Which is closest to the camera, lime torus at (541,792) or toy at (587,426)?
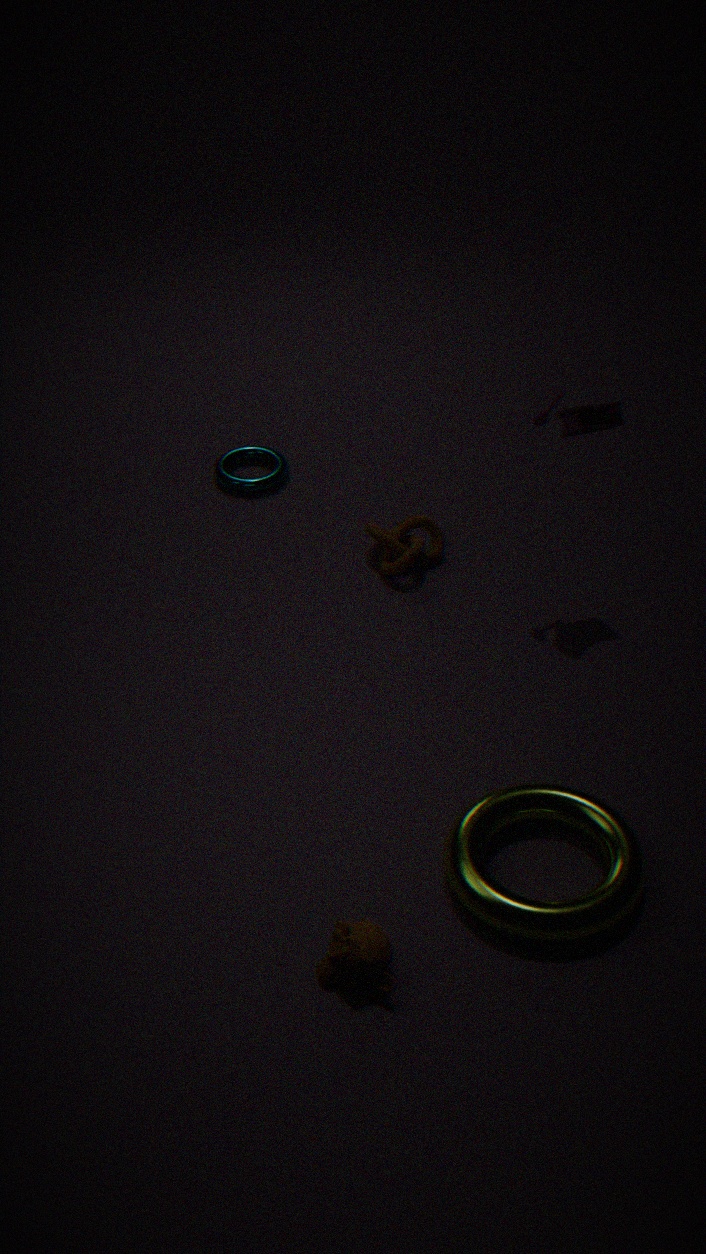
lime torus at (541,792)
